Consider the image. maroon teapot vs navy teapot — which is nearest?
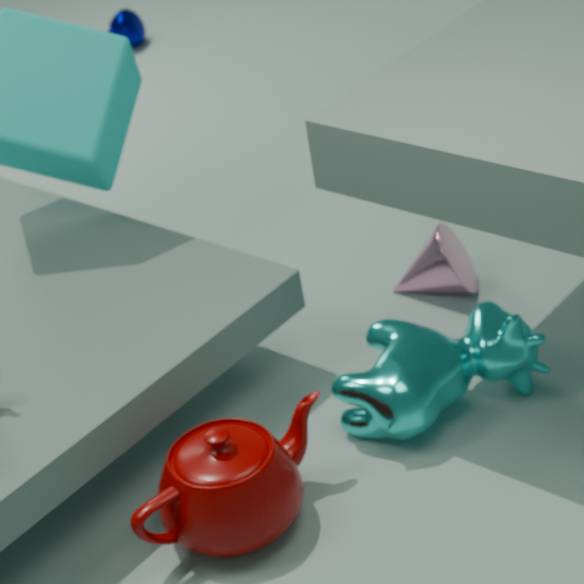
maroon teapot
